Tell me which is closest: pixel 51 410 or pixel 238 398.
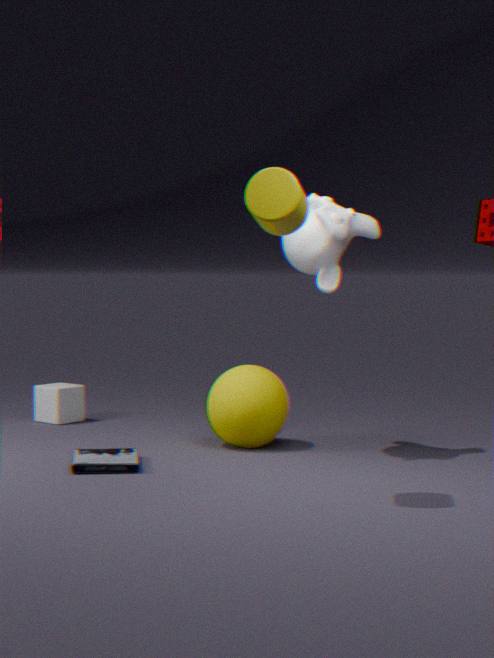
pixel 238 398
